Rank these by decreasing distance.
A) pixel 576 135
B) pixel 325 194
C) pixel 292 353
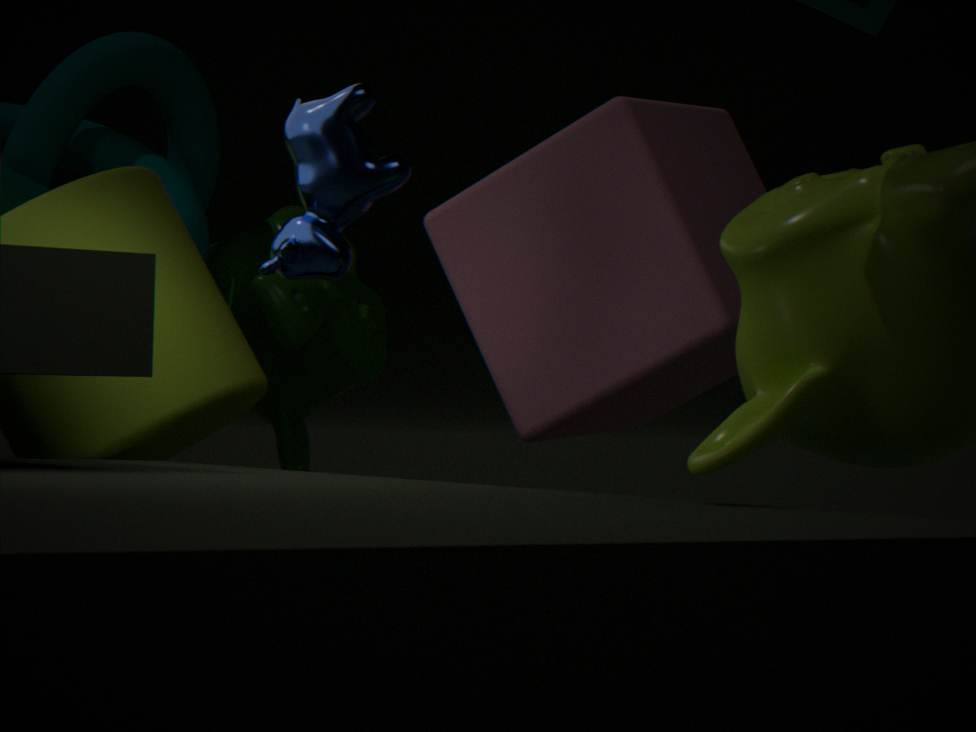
1. pixel 292 353
2. pixel 576 135
3. pixel 325 194
